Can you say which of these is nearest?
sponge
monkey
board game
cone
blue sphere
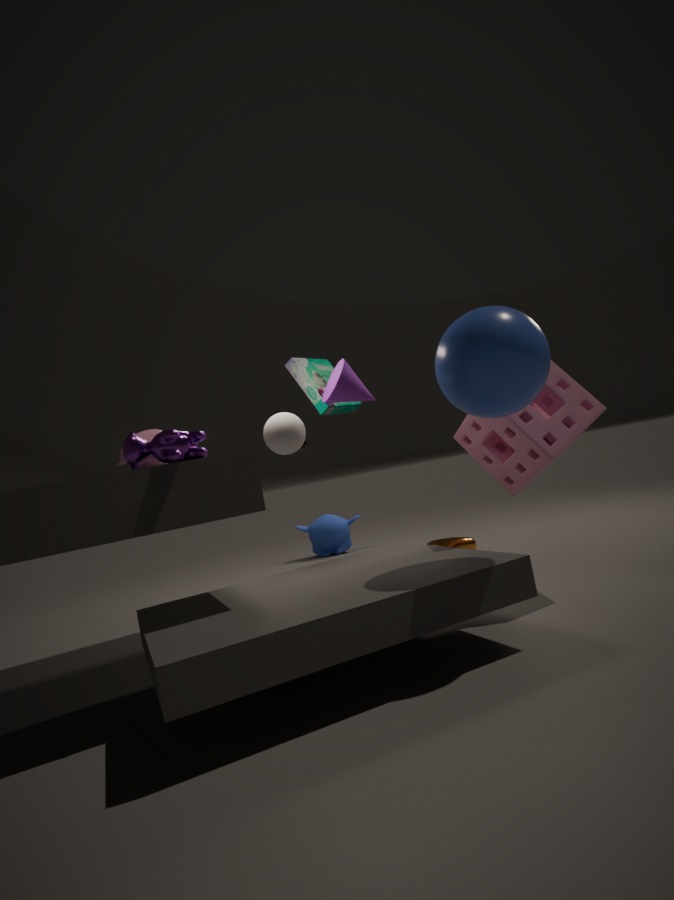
blue sphere
